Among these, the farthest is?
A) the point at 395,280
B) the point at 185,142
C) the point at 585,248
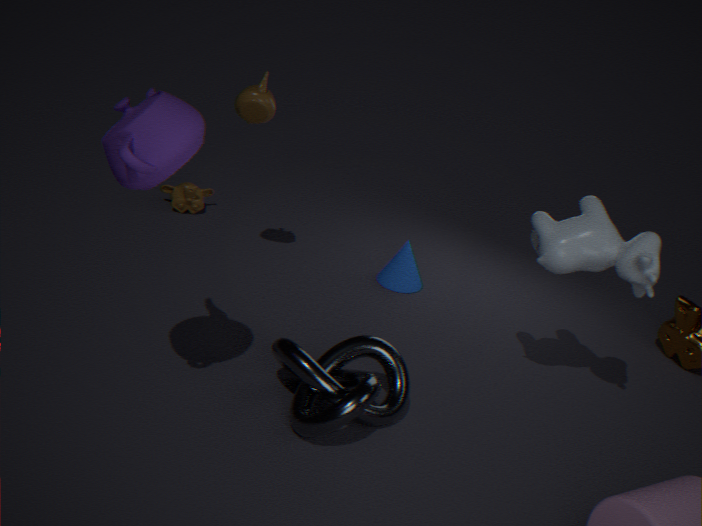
the point at 395,280
